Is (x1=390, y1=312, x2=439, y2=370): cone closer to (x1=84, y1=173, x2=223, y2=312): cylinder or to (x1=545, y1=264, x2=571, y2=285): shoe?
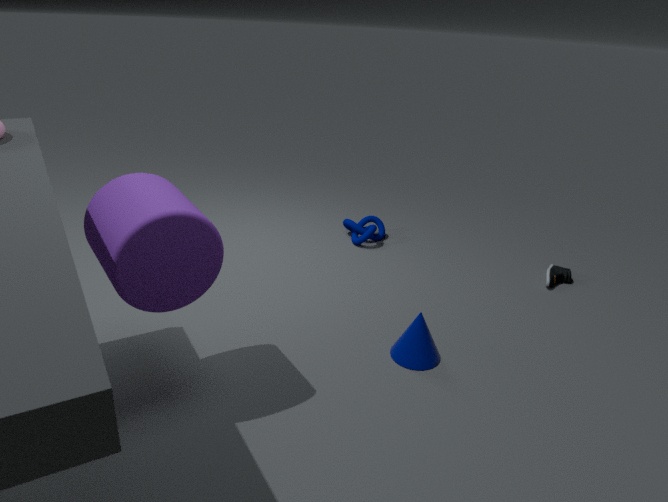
(x1=84, y1=173, x2=223, y2=312): cylinder
